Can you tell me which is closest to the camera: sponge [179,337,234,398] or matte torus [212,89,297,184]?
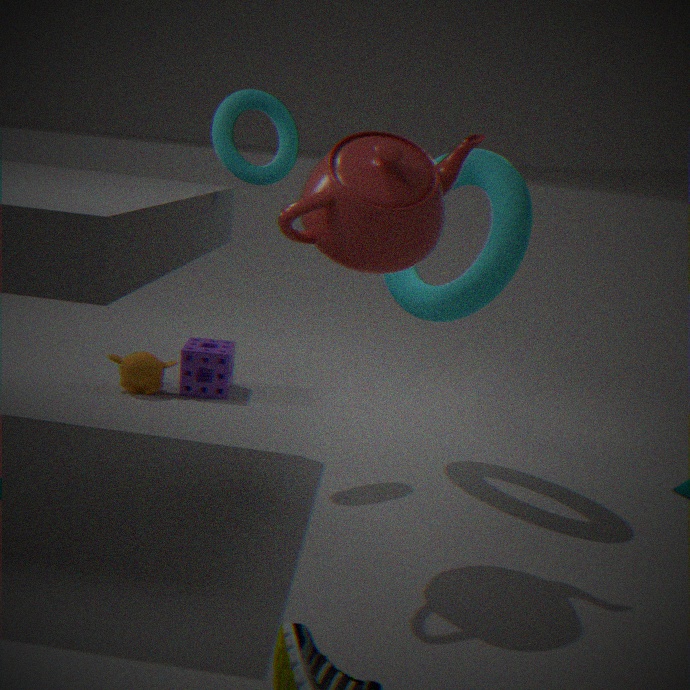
matte torus [212,89,297,184]
